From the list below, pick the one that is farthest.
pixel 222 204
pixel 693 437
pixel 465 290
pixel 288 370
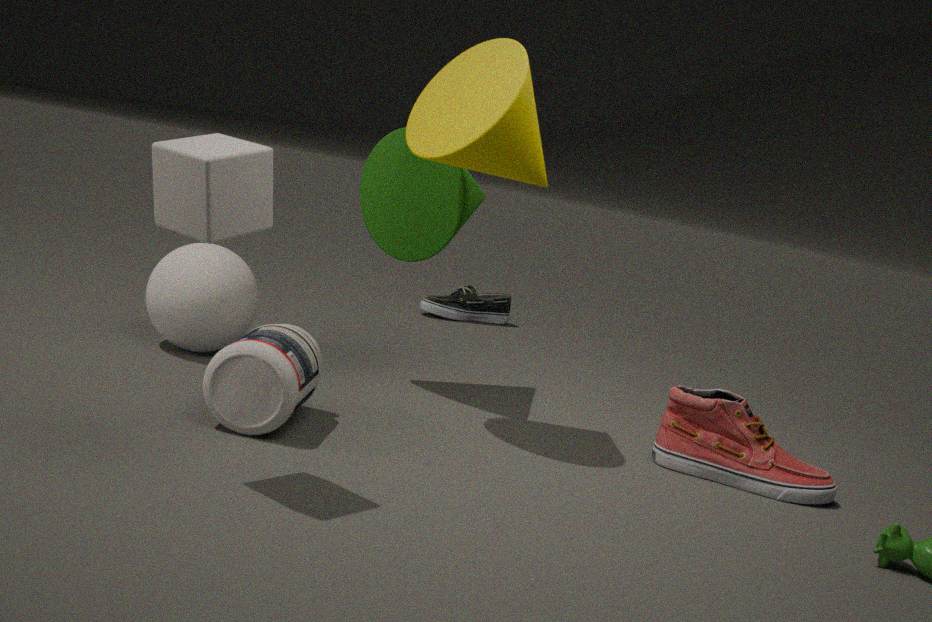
pixel 465 290
